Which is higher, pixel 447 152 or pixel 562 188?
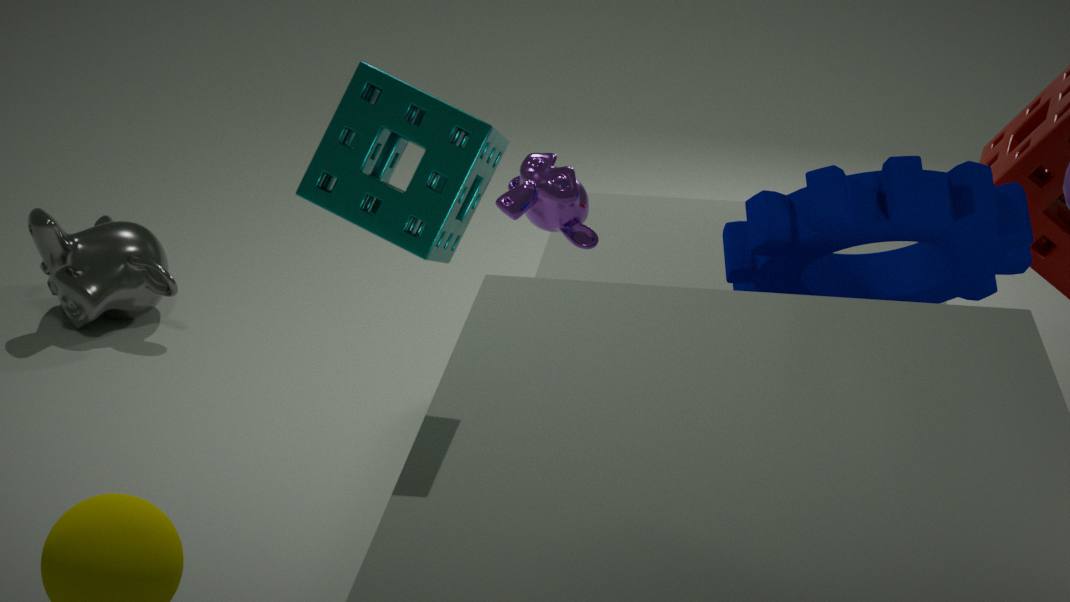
pixel 447 152
